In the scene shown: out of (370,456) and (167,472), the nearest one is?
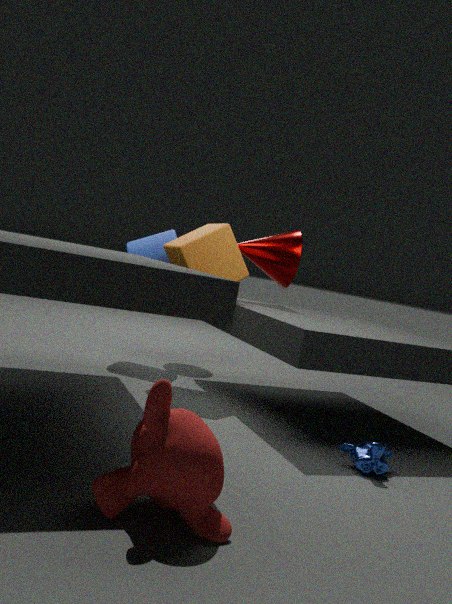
(167,472)
